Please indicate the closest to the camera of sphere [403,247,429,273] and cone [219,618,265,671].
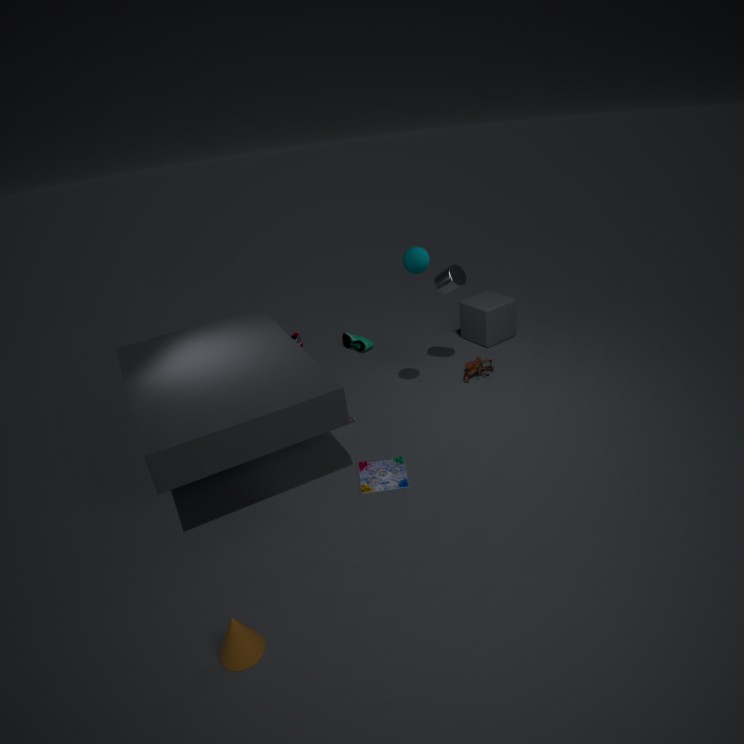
cone [219,618,265,671]
